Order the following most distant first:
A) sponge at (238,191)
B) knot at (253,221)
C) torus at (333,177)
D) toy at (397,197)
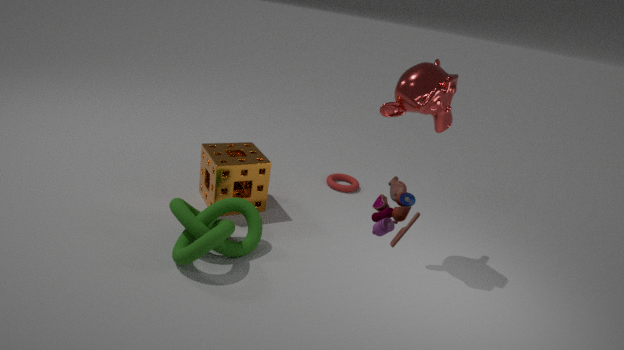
torus at (333,177) < sponge at (238,191) < knot at (253,221) < toy at (397,197)
